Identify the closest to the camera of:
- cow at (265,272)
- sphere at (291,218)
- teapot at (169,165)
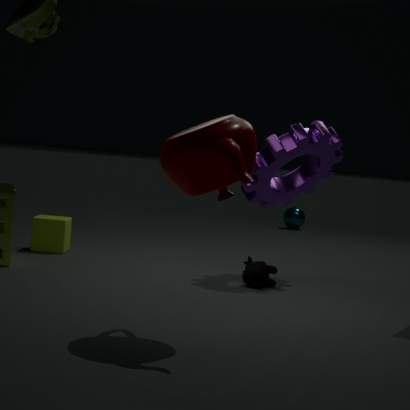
teapot at (169,165)
